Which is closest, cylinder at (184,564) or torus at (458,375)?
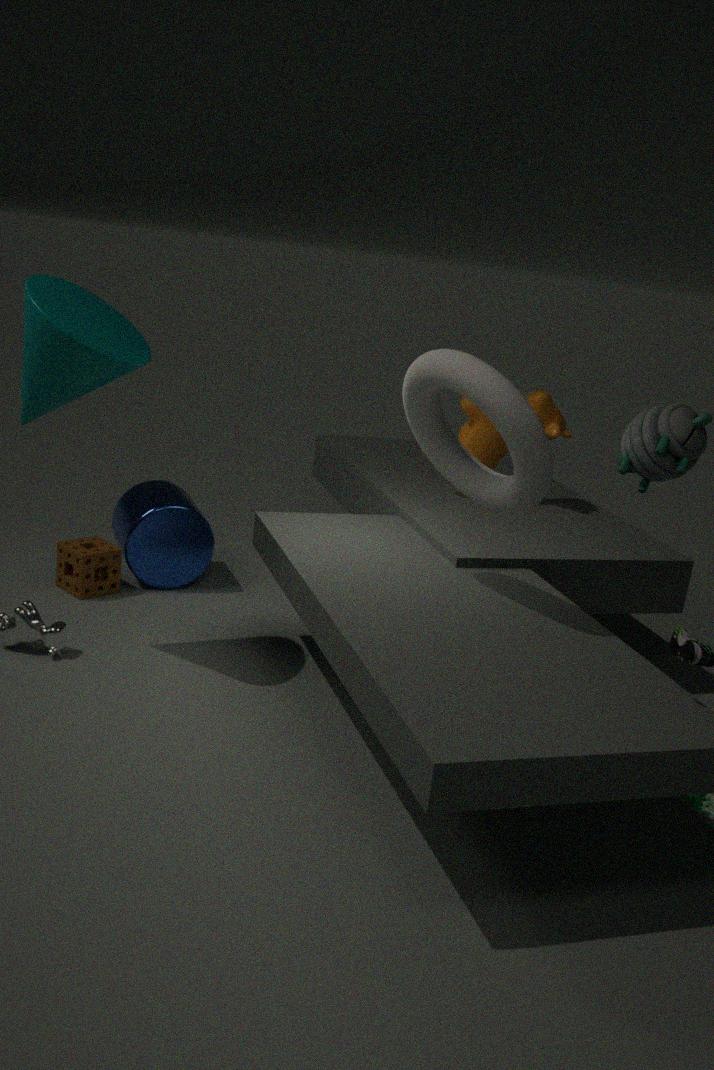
torus at (458,375)
